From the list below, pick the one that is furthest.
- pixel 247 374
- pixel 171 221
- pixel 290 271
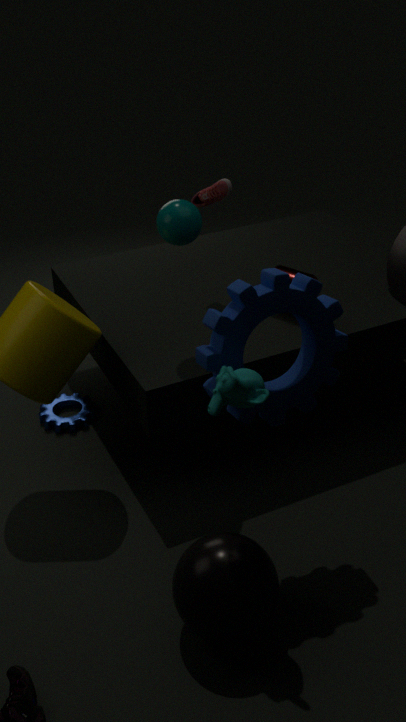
pixel 290 271
